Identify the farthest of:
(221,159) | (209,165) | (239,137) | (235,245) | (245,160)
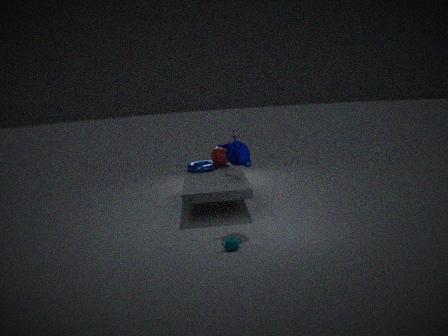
(221,159)
